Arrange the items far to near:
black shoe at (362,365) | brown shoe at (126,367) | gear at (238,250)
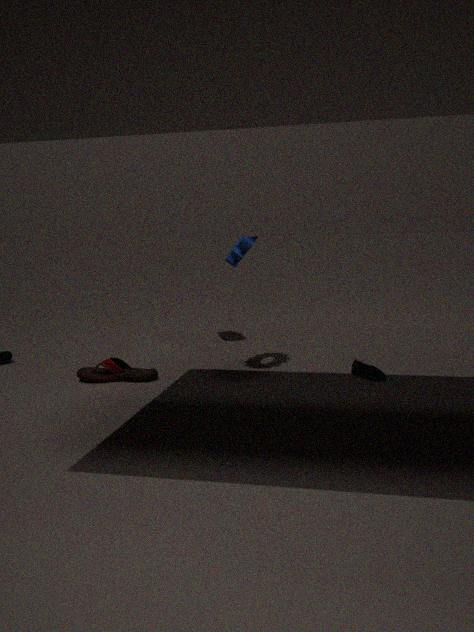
1. brown shoe at (126,367)
2. black shoe at (362,365)
3. gear at (238,250)
